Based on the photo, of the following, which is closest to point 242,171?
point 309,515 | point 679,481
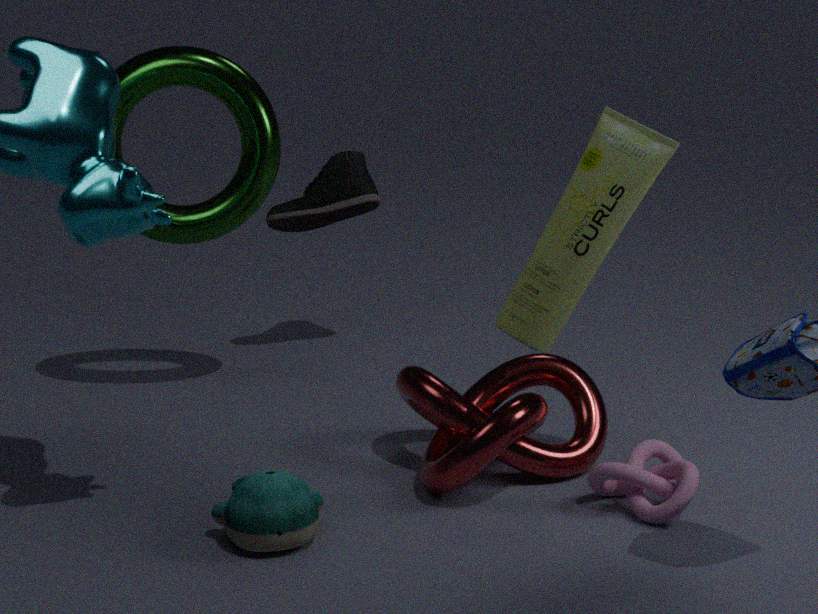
point 309,515
